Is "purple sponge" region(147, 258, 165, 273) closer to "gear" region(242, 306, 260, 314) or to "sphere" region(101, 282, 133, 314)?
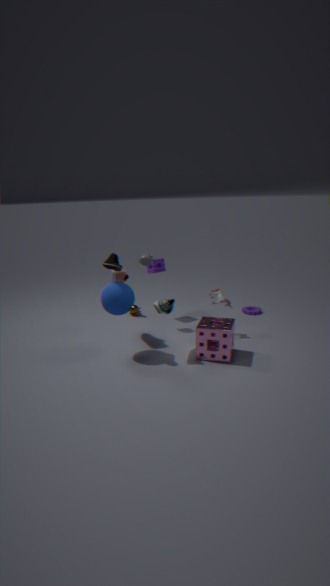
"sphere" region(101, 282, 133, 314)
